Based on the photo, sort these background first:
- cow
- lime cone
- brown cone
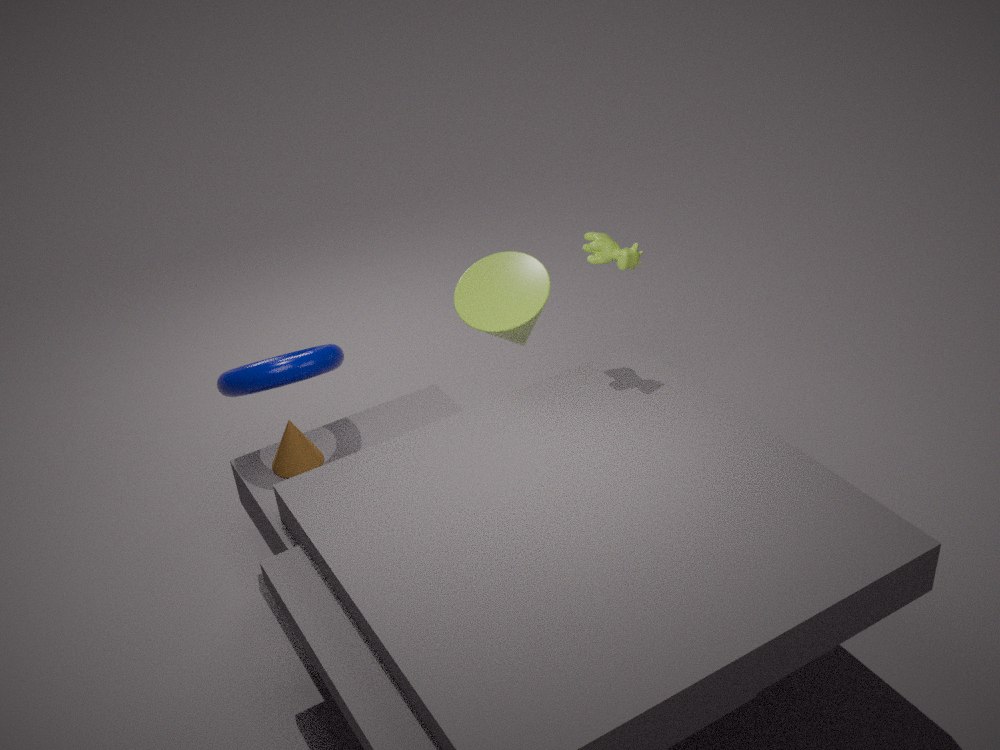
lime cone → brown cone → cow
